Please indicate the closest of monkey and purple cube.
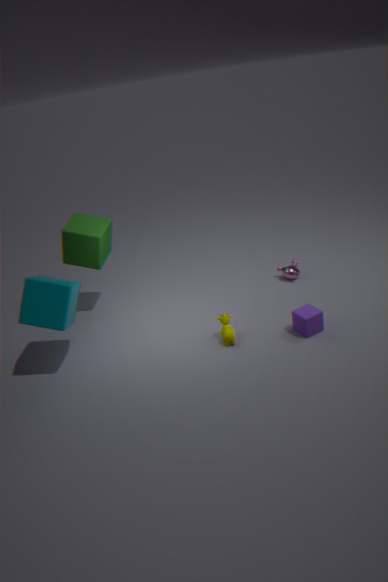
purple cube
